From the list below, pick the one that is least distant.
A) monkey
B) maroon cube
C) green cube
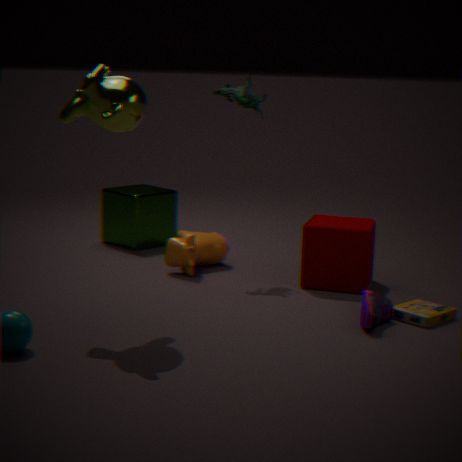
monkey
